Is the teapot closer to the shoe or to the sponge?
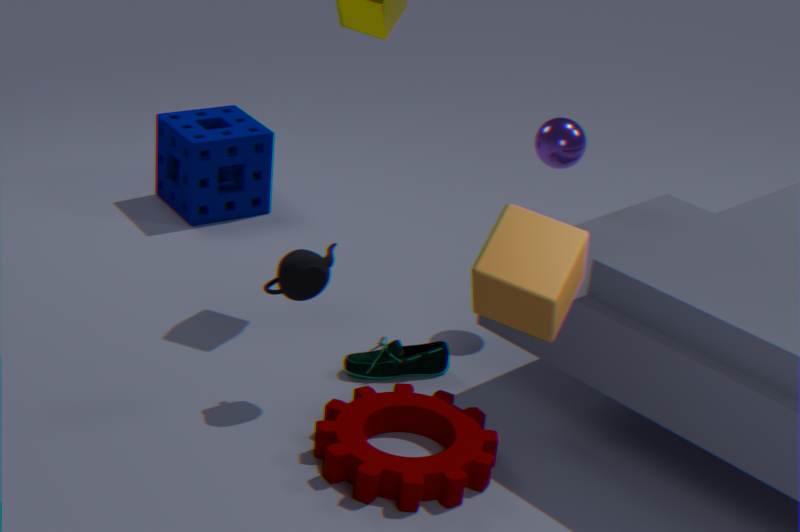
the shoe
